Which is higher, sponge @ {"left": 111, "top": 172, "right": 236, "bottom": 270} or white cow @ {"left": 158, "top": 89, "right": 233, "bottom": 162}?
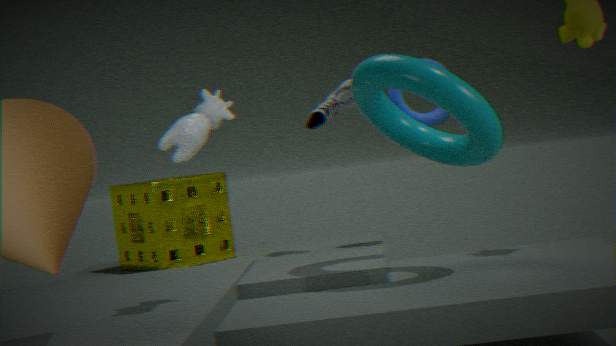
white cow @ {"left": 158, "top": 89, "right": 233, "bottom": 162}
